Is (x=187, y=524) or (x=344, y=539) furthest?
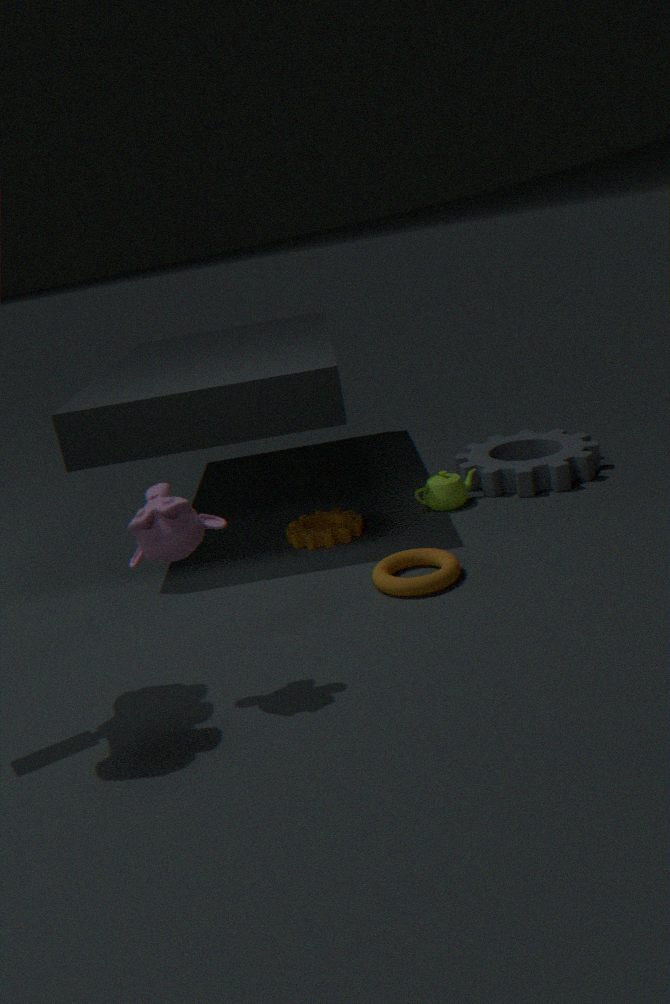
(x=344, y=539)
